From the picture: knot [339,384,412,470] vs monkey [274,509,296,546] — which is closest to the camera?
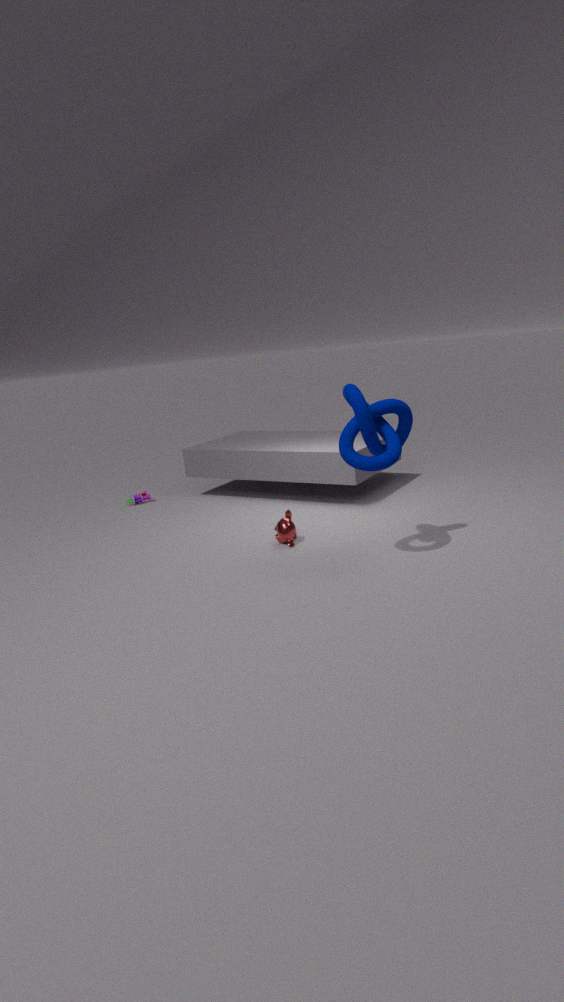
knot [339,384,412,470]
